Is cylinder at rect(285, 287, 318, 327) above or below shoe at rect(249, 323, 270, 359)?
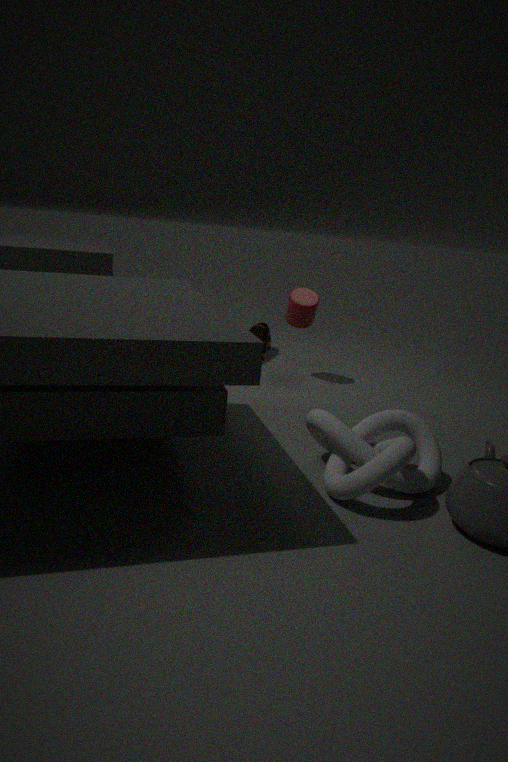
above
